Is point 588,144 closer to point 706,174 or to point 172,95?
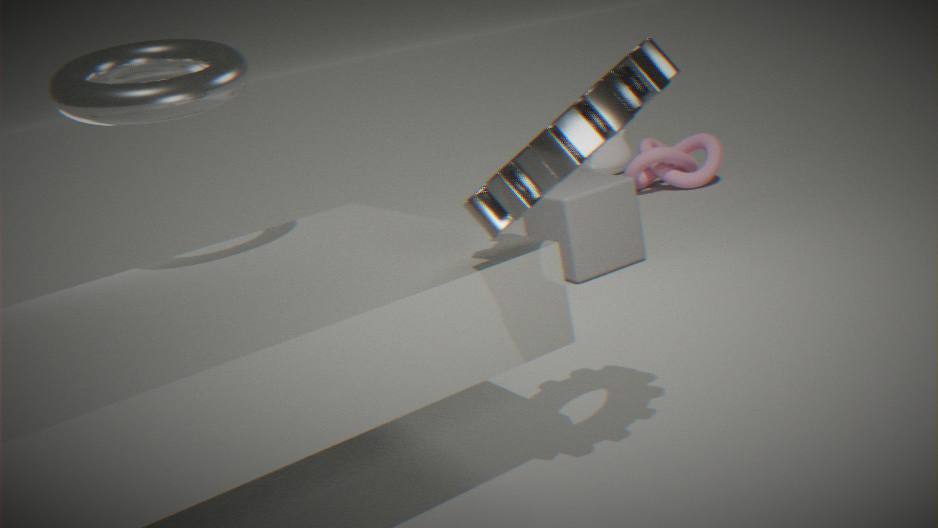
point 172,95
